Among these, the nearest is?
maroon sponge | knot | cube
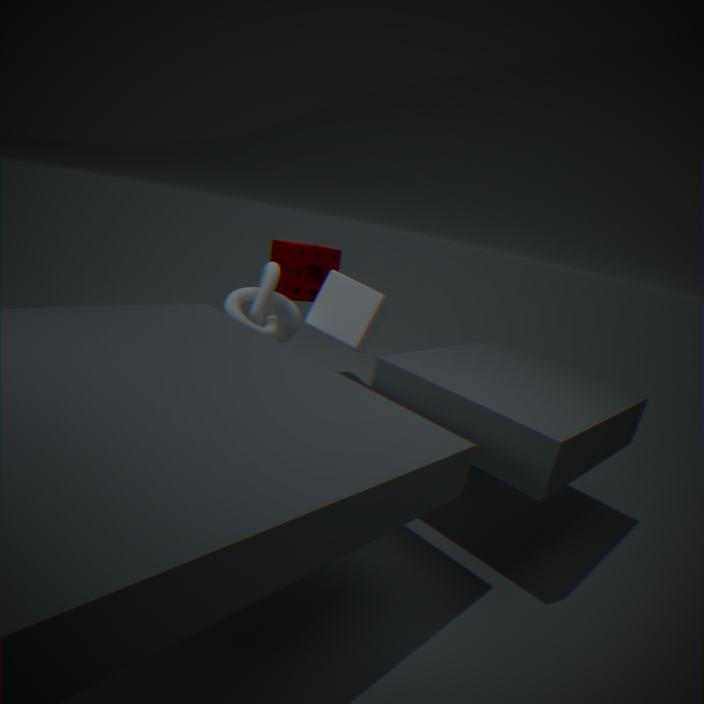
knot
